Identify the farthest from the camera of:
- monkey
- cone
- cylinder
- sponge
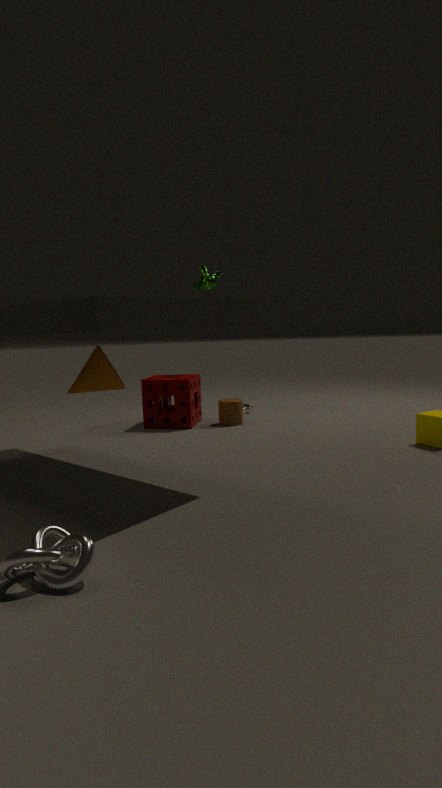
monkey
